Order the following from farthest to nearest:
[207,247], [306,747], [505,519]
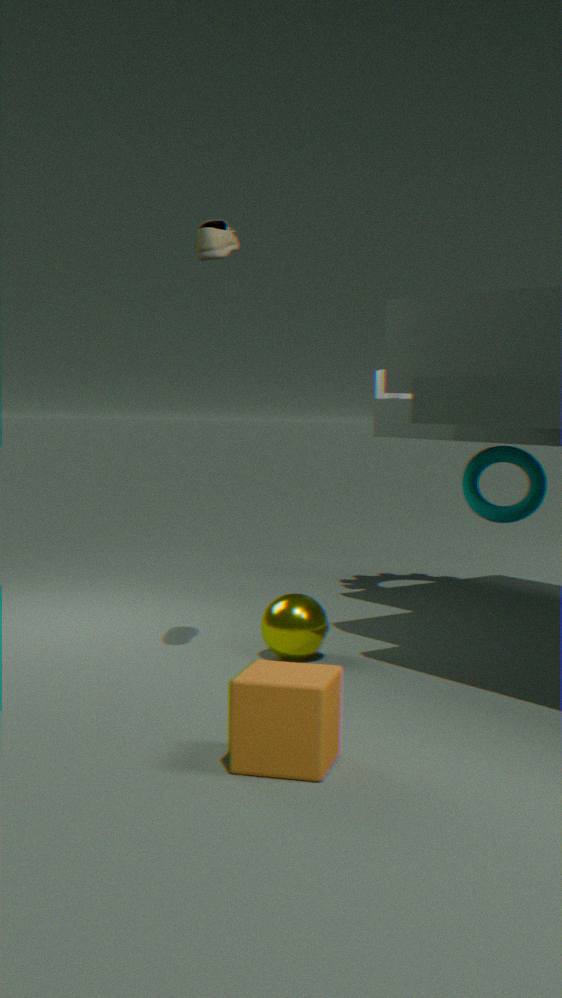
[505,519], [207,247], [306,747]
